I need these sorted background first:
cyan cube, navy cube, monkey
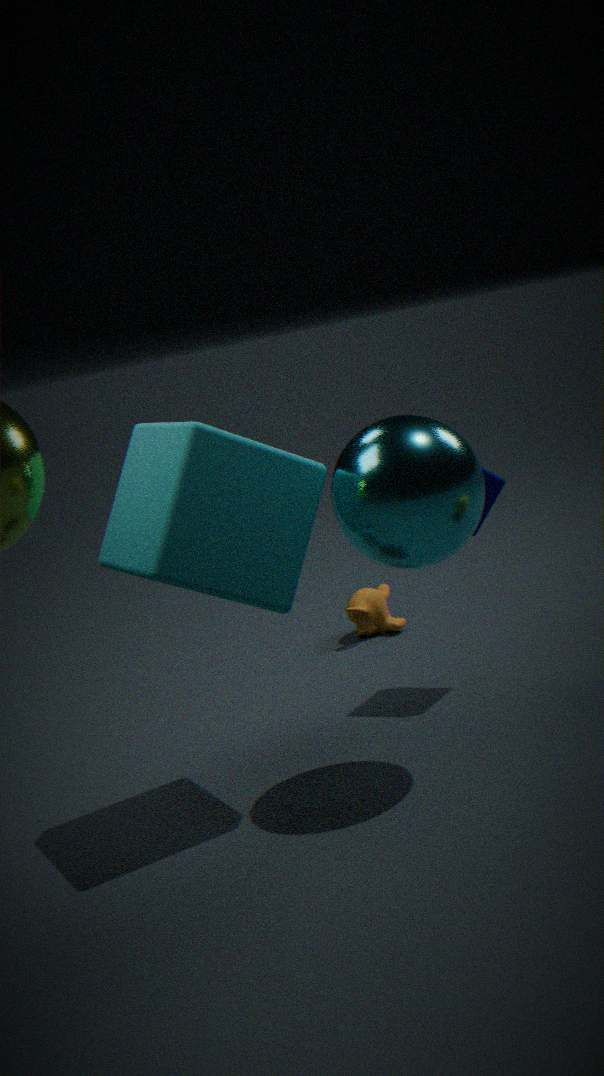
monkey
navy cube
cyan cube
